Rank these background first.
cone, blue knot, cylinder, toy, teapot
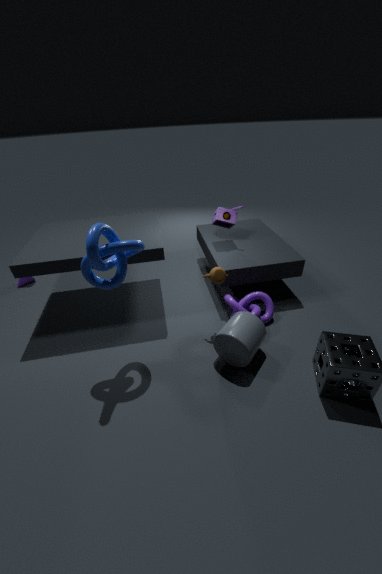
cone
toy
teapot
cylinder
blue knot
